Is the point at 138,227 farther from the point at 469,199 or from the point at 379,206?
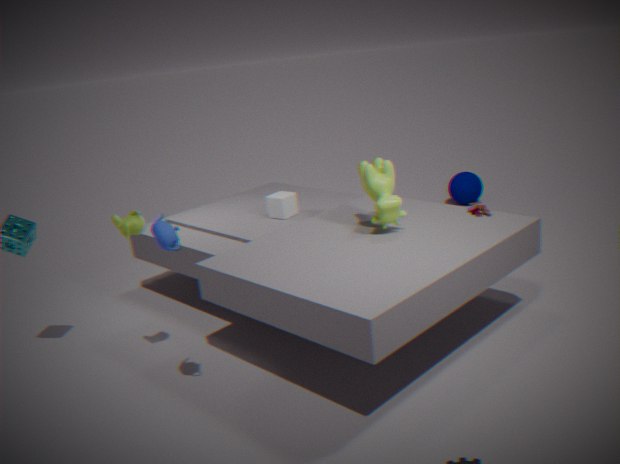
the point at 469,199
